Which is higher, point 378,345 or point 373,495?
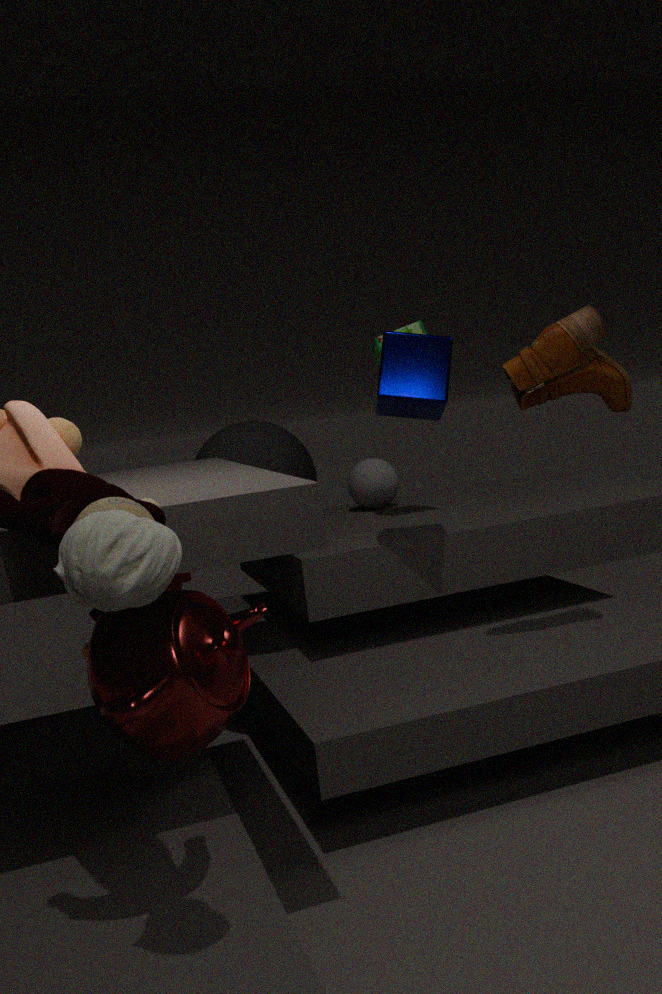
point 378,345
